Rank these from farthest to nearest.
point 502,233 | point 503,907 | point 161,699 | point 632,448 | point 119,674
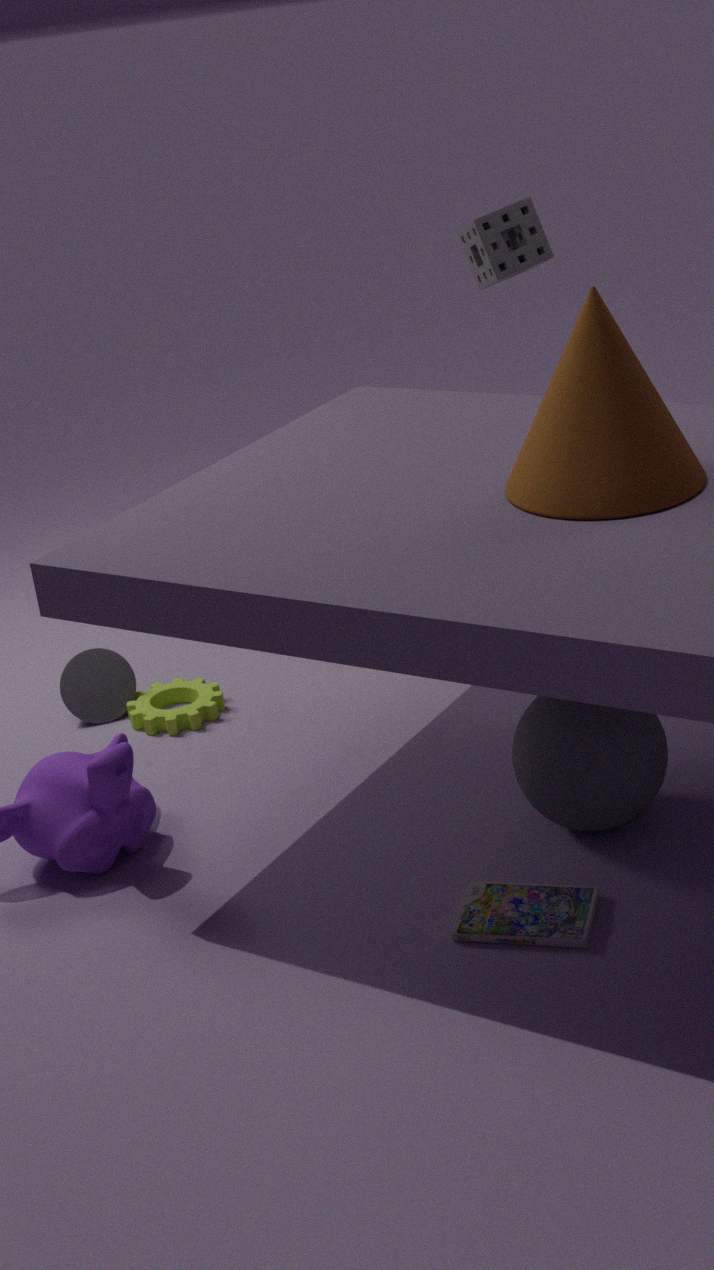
point 161,699 < point 119,674 < point 502,233 < point 503,907 < point 632,448
